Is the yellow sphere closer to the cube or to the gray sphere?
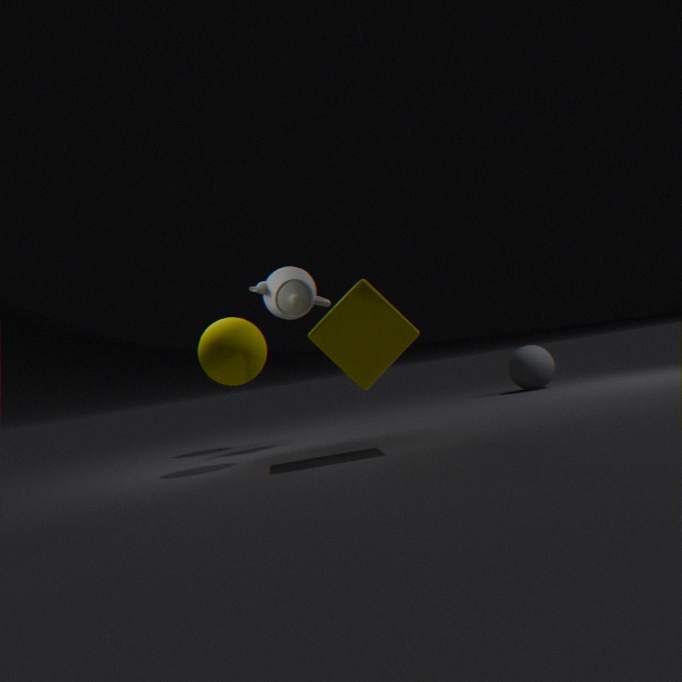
the cube
